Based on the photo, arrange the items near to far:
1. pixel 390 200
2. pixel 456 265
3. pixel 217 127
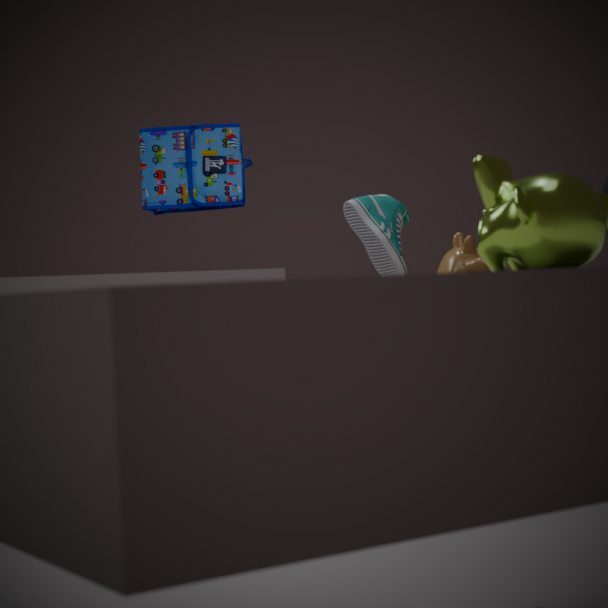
pixel 217 127 → pixel 456 265 → pixel 390 200
